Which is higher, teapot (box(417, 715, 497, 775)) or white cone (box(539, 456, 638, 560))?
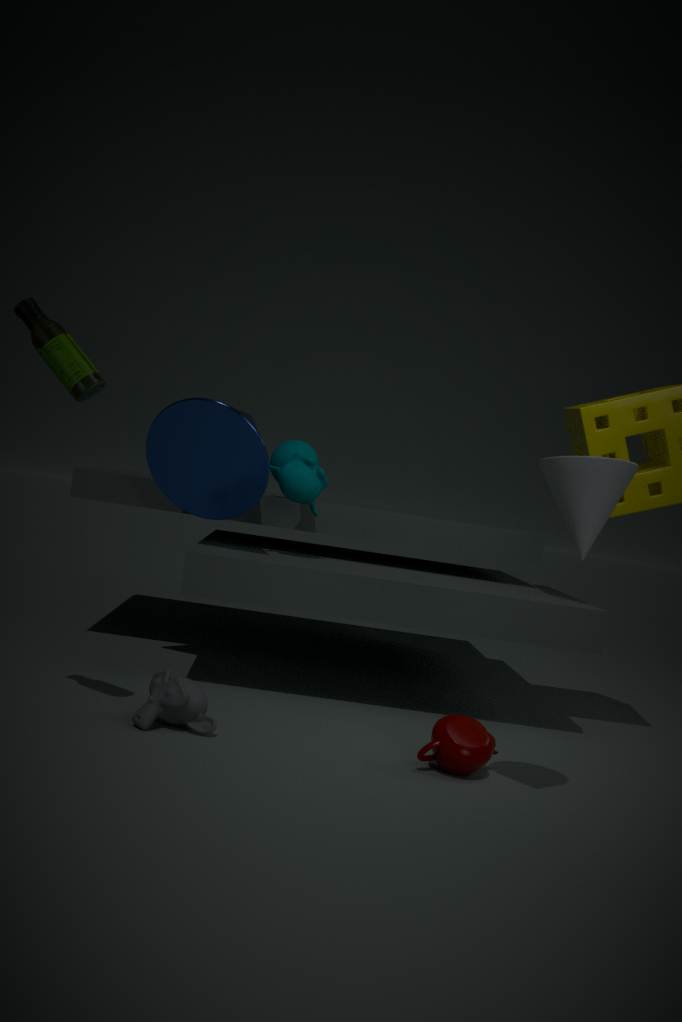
white cone (box(539, 456, 638, 560))
